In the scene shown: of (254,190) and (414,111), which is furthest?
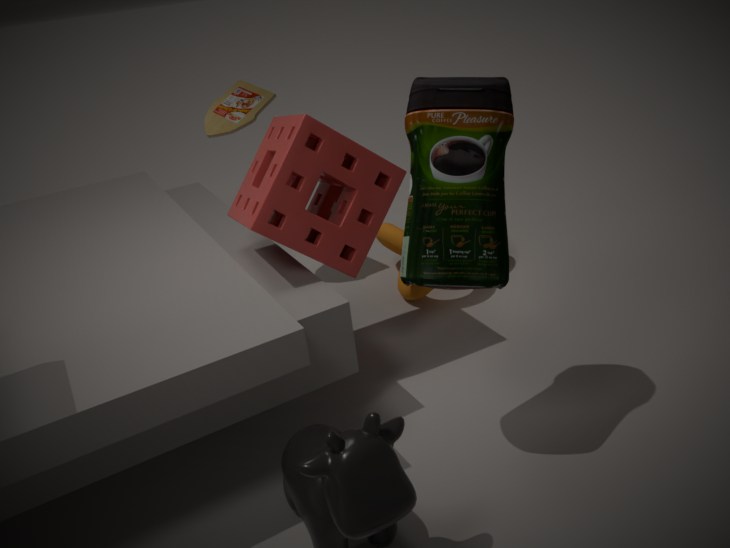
(254,190)
